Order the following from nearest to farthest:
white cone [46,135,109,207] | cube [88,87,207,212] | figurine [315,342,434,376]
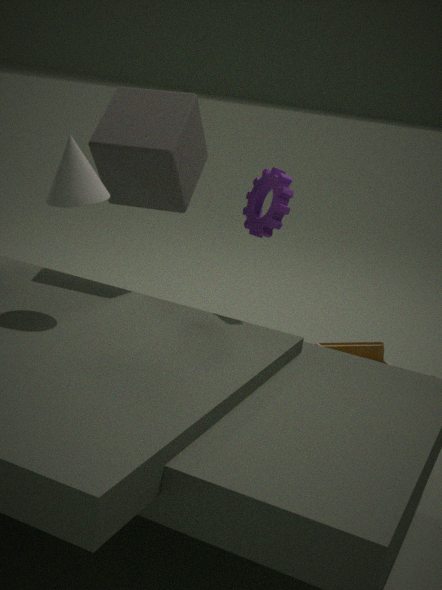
1. white cone [46,135,109,207]
2. cube [88,87,207,212]
3. figurine [315,342,434,376]
